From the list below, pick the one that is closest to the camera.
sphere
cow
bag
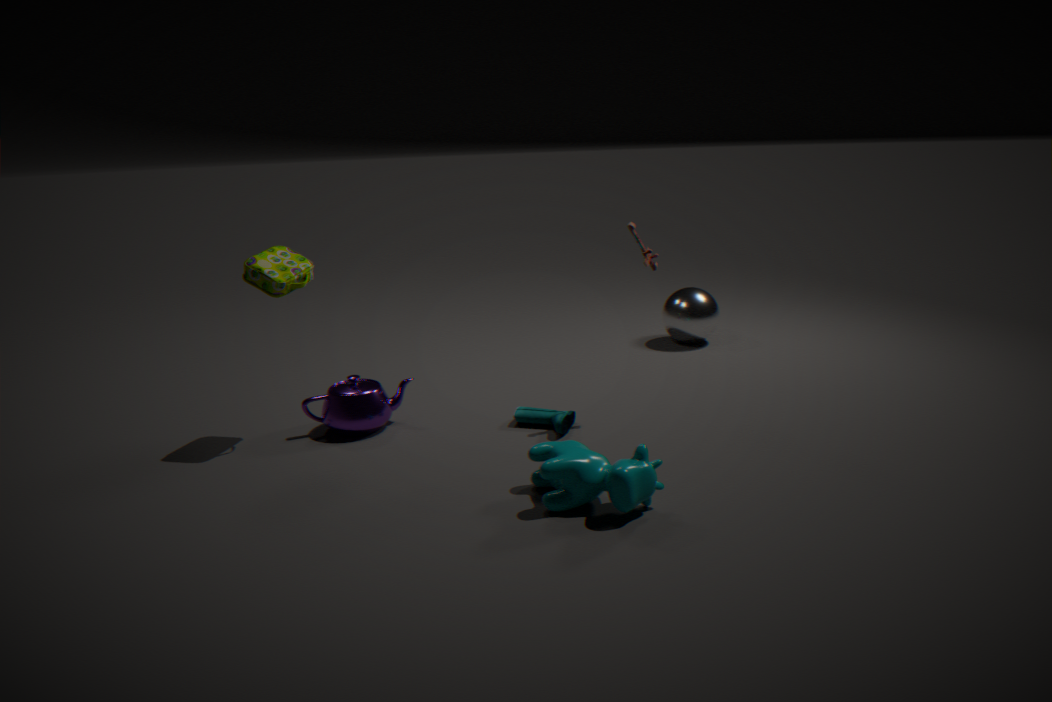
cow
